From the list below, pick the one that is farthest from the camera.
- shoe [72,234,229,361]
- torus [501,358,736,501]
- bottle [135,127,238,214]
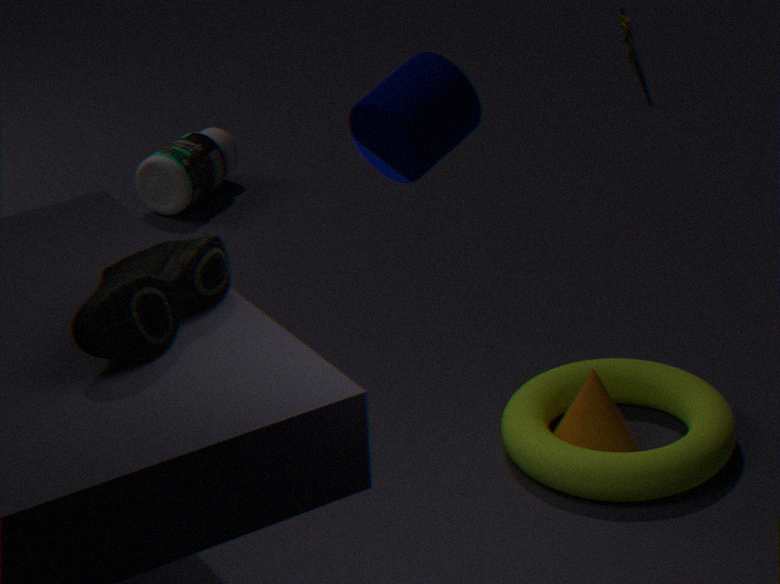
bottle [135,127,238,214]
